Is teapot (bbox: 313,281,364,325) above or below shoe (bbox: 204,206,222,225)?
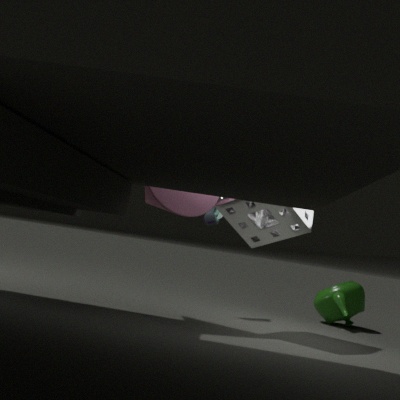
below
